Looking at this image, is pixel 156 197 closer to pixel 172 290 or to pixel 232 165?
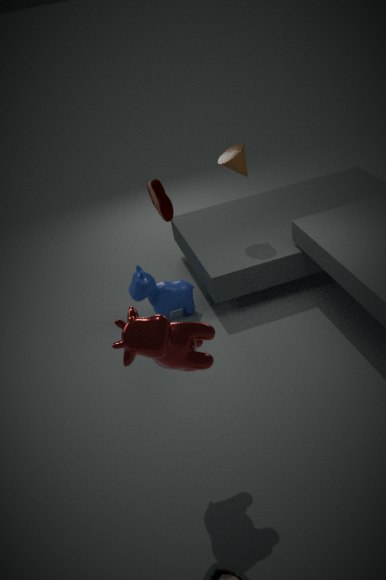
pixel 232 165
